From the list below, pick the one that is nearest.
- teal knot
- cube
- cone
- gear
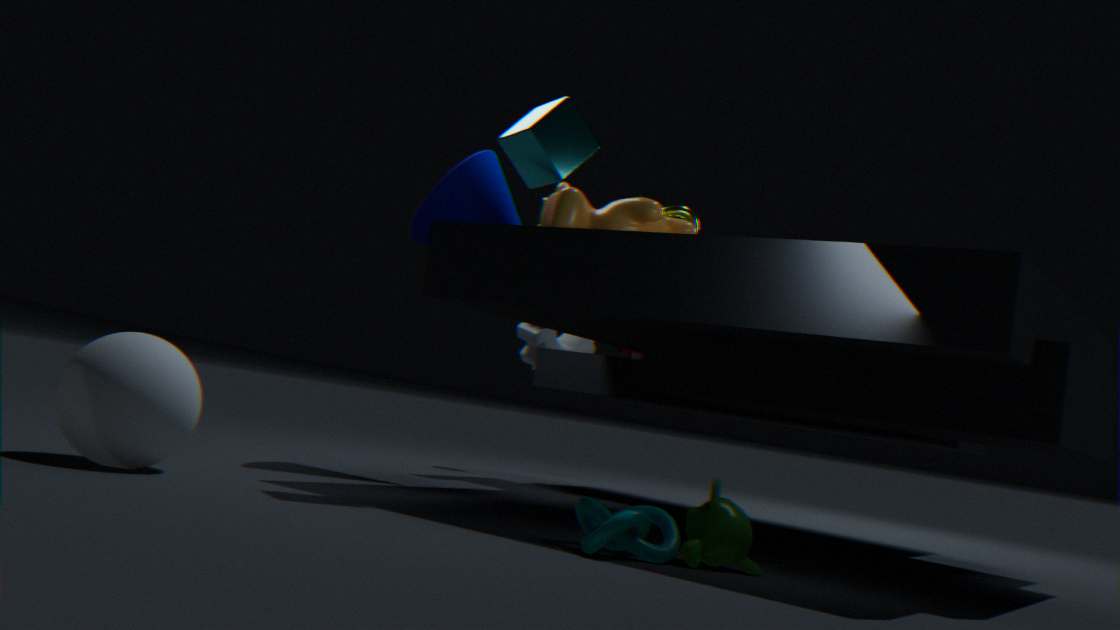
teal knot
